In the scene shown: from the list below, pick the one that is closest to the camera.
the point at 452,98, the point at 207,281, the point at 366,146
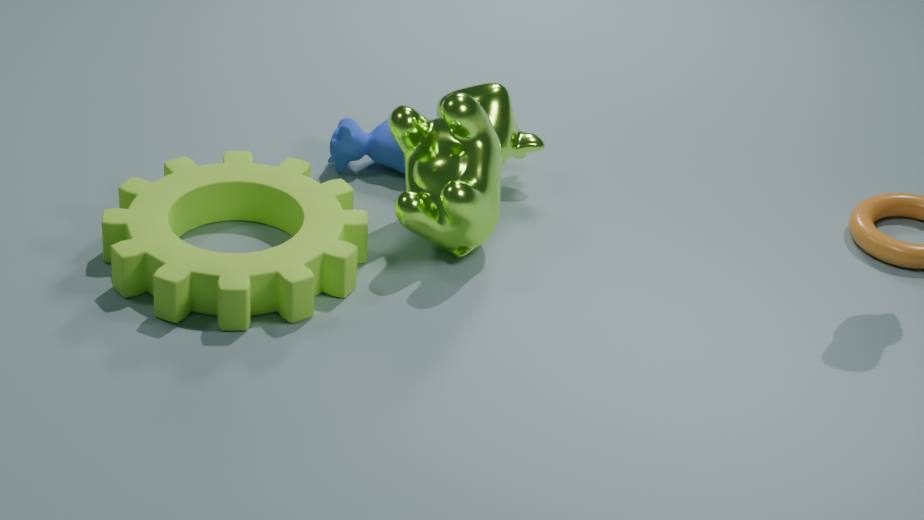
the point at 207,281
